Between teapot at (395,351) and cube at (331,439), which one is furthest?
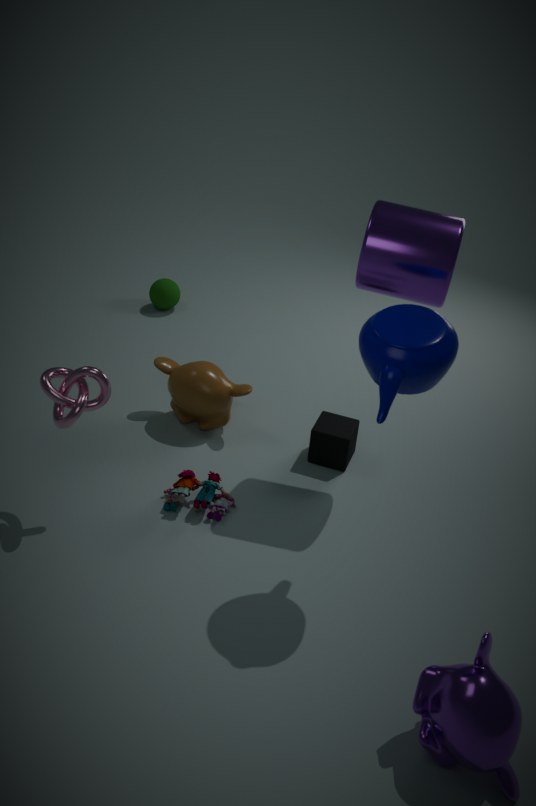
cube at (331,439)
